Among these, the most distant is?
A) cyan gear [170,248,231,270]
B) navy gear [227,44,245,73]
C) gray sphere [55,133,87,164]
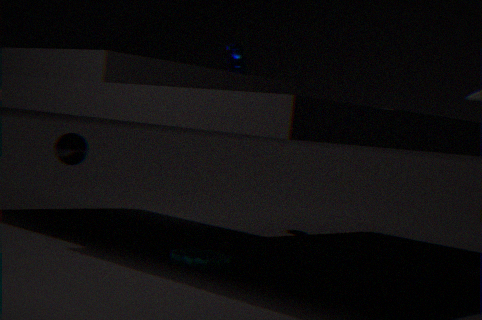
navy gear [227,44,245,73]
